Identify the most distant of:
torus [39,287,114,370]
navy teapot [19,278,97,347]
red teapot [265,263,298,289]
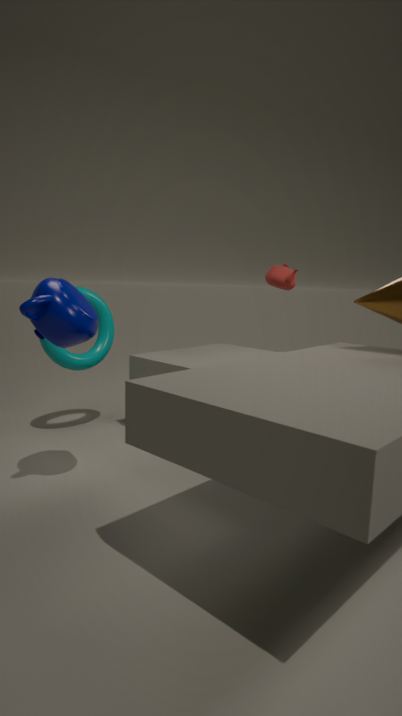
torus [39,287,114,370]
